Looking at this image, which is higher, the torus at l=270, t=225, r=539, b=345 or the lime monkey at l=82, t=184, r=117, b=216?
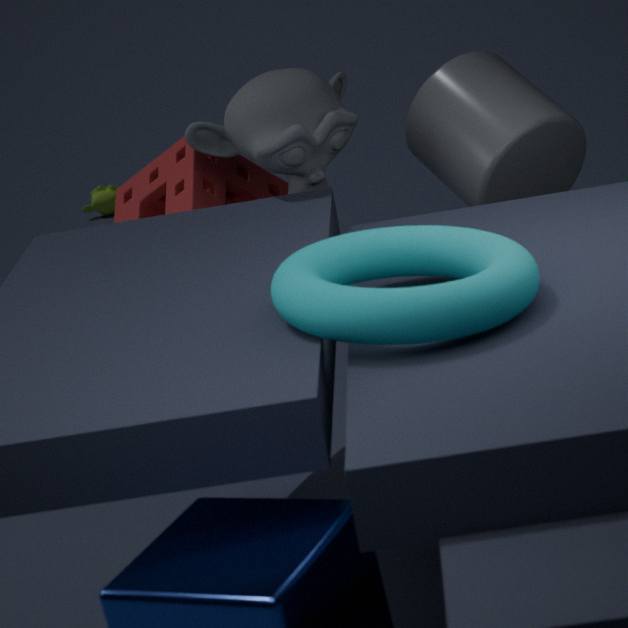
the torus at l=270, t=225, r=539, b=345
